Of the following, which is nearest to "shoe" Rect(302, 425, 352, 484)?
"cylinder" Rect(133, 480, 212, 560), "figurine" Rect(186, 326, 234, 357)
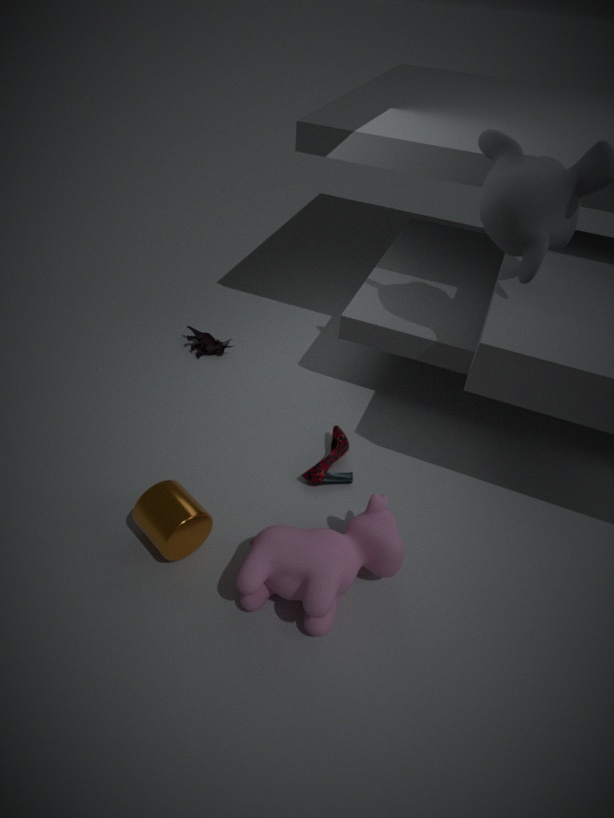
"cylinder" Rect(133, 480, 212, 560)
